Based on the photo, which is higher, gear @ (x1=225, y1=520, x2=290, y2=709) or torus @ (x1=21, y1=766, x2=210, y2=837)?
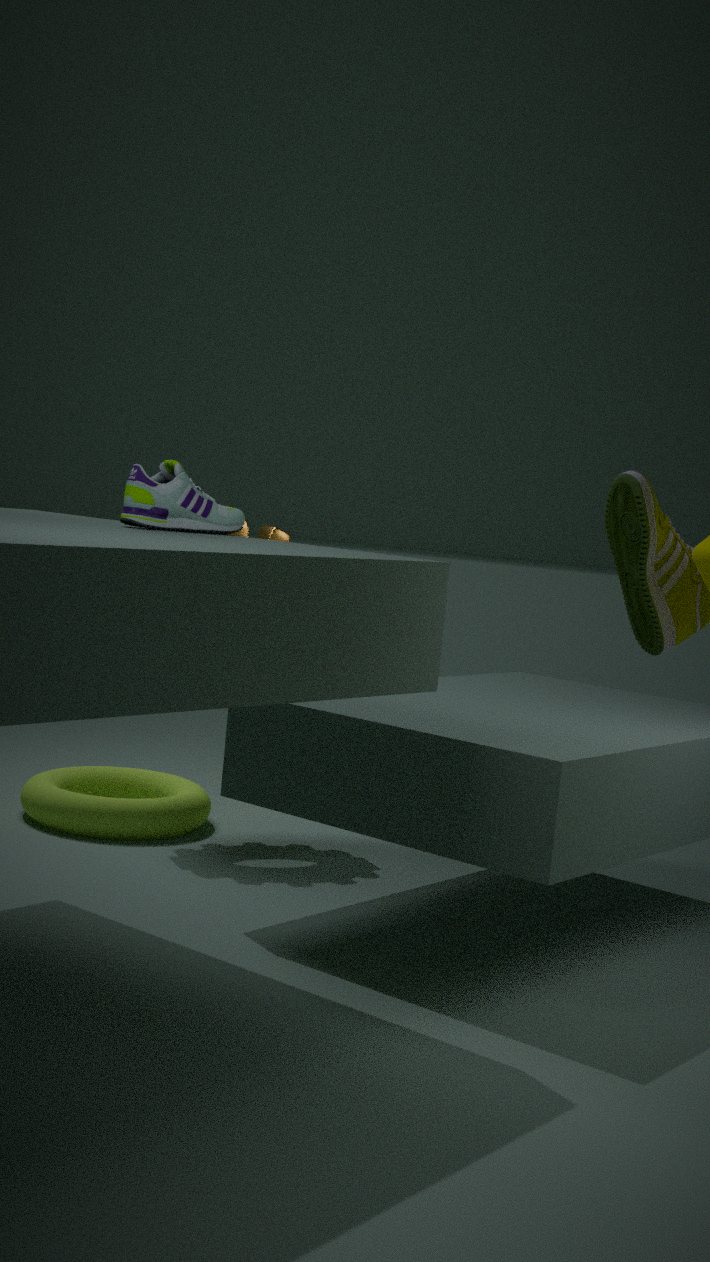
gear @ (x1=225, y1=520, x2=290, y2=709)
